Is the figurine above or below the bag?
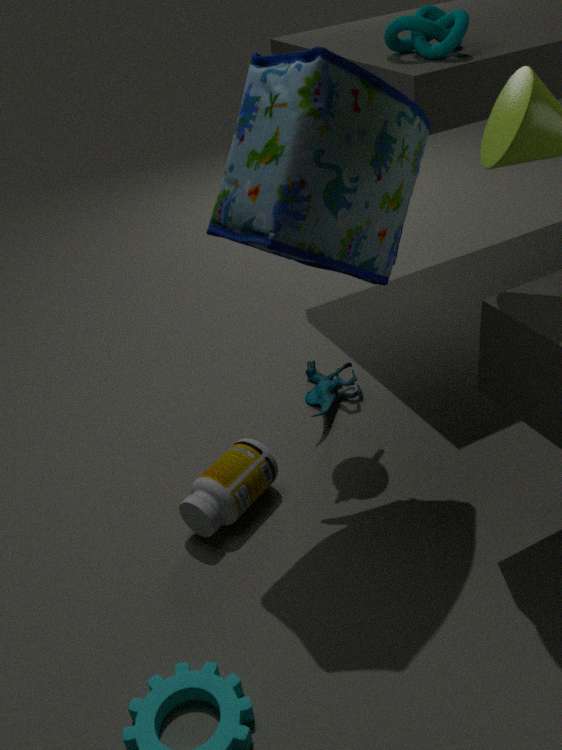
below
